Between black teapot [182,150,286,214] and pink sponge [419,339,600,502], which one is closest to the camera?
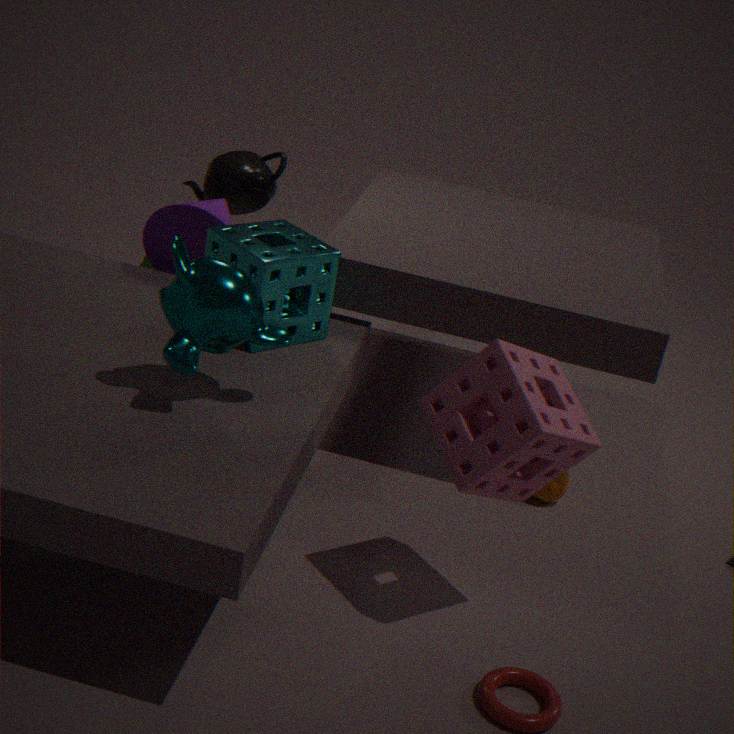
pink sponge [419,339,600,502]
